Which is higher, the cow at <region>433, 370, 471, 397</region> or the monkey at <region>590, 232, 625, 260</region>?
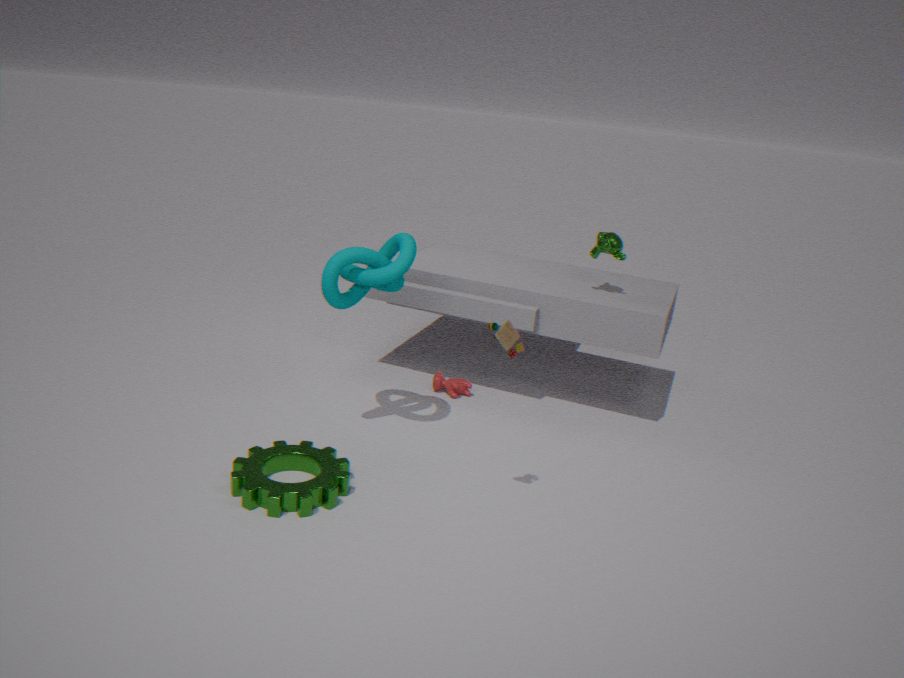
the monkey at <region>590, 232, 625, 260</region>
